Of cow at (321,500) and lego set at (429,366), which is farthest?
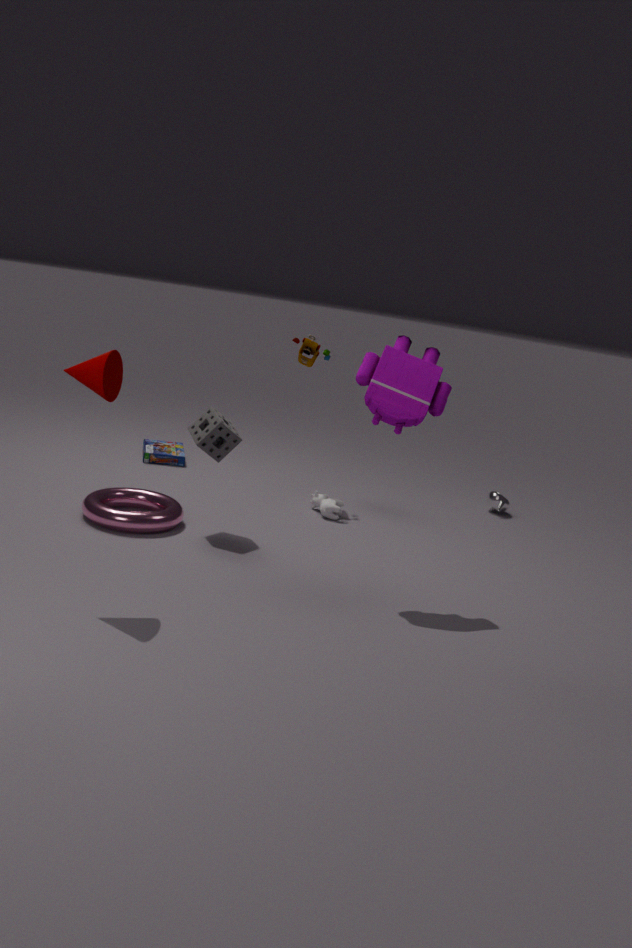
cow at (321,500)
